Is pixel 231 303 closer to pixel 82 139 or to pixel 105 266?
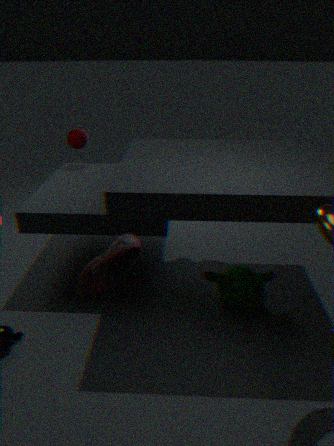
pixel 105 266
